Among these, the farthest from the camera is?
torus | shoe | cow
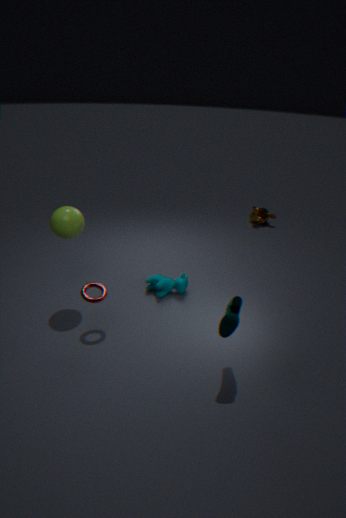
cow
